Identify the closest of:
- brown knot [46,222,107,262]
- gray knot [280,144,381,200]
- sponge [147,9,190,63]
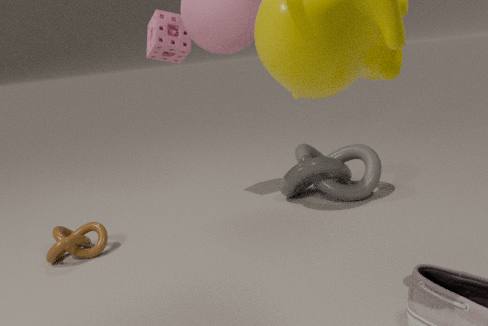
brown knot [46,222,107,262]
